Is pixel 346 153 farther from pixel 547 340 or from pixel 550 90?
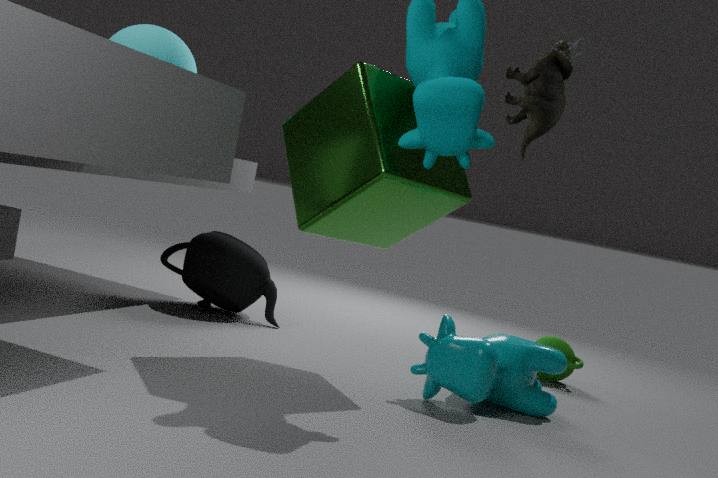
pixel 547 340
